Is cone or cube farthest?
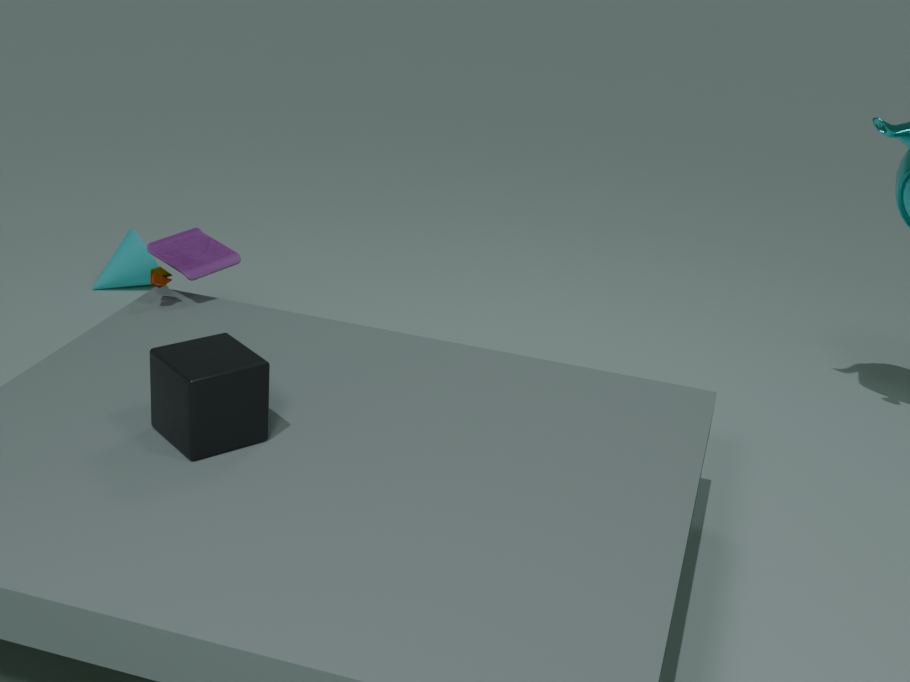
cone
